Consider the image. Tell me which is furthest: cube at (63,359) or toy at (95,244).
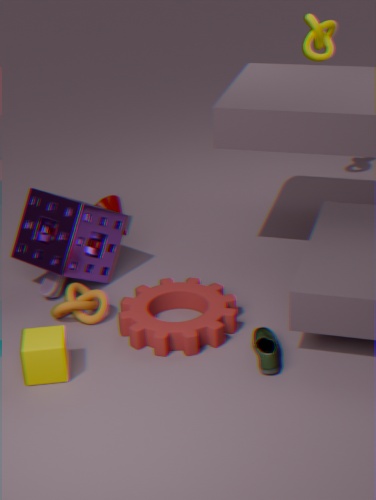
toy at (95,244)
